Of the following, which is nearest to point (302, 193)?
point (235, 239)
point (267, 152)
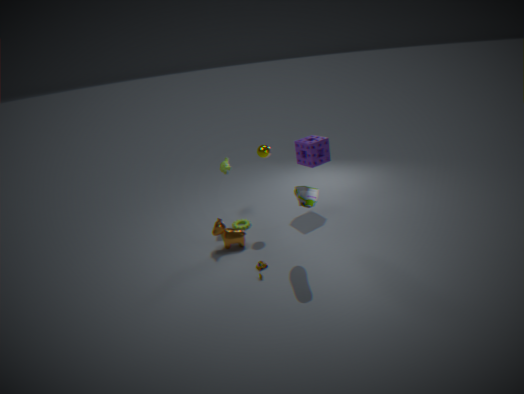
point (267, 152)
